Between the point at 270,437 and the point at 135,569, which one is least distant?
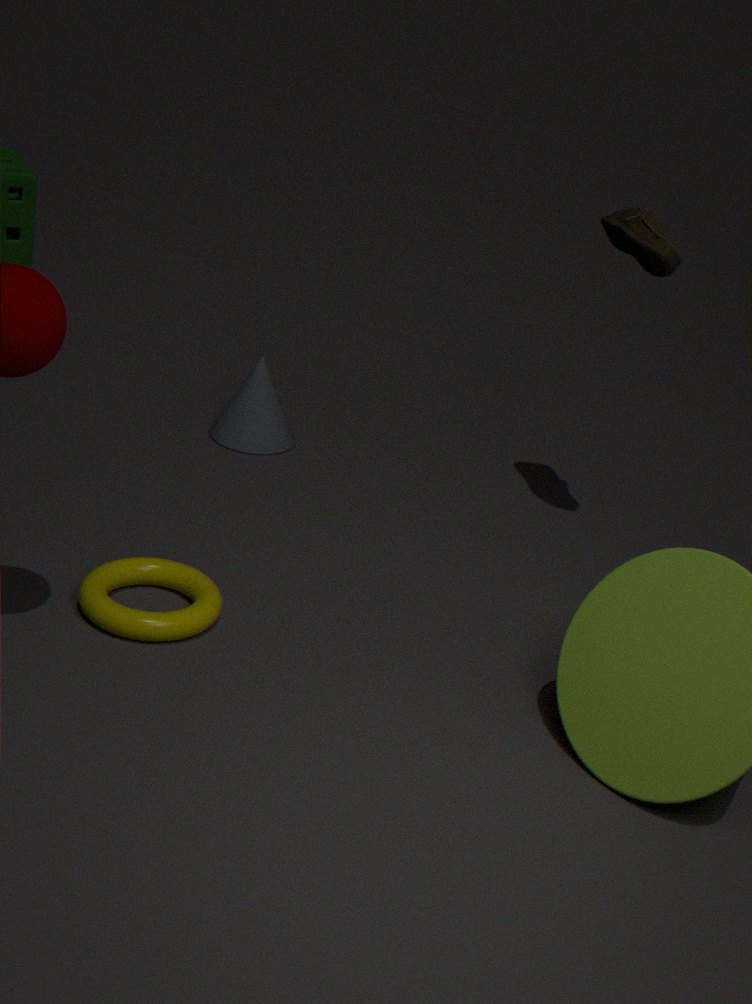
the point at 135,569
